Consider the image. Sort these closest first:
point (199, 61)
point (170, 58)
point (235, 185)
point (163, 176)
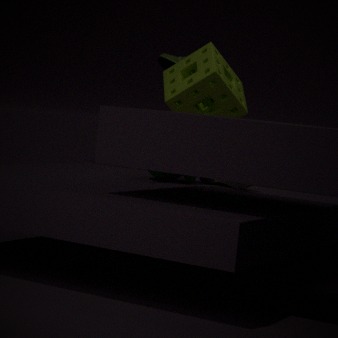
1. point (163, 176)
2. point (235, 185)
3. point (199, 61)
4. point (170, 58)
